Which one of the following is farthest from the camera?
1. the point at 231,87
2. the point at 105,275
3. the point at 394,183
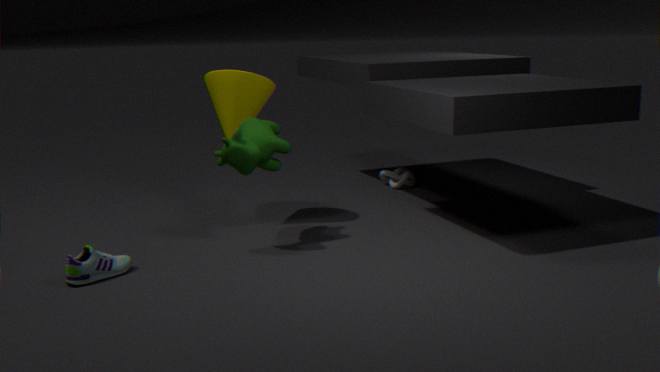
the point at 394,183
